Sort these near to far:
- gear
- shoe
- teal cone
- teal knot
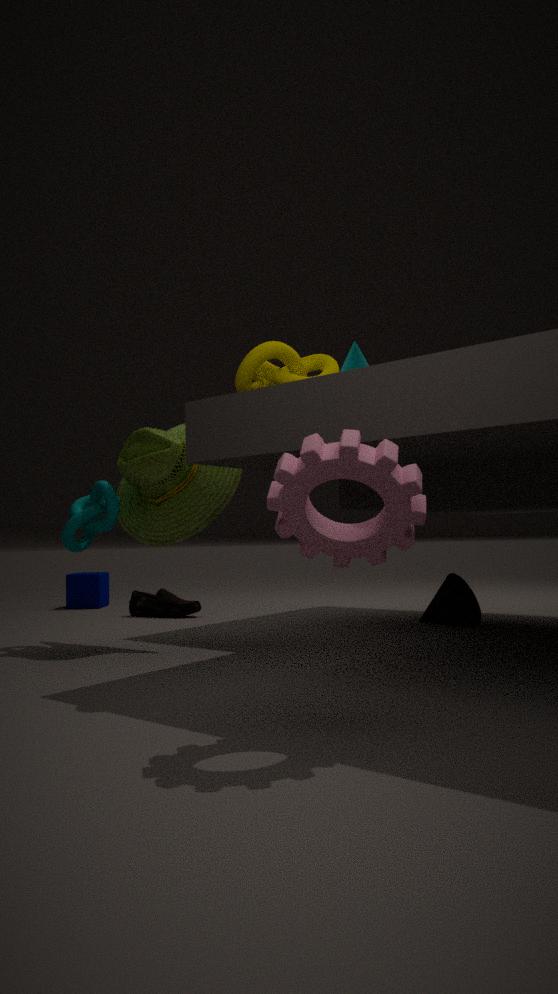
gear < teal knot < teal cone < shoe
